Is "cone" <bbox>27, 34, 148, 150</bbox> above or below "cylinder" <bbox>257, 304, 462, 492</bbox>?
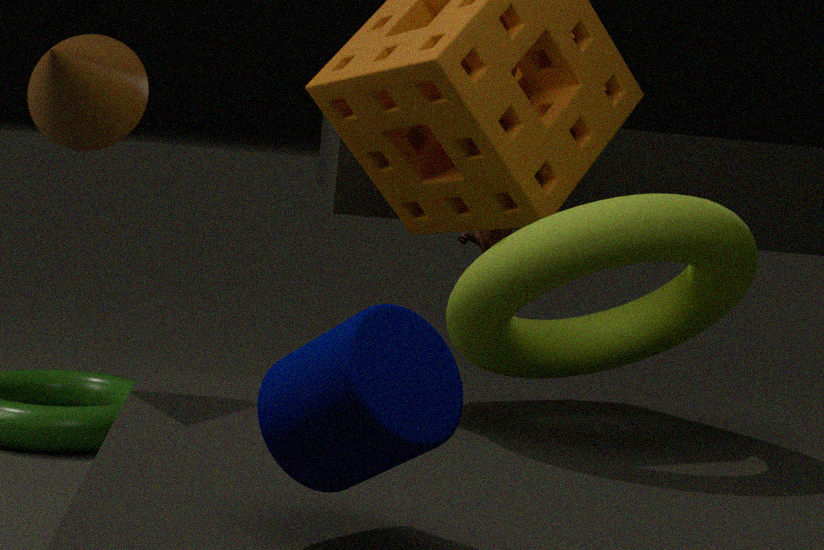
above
